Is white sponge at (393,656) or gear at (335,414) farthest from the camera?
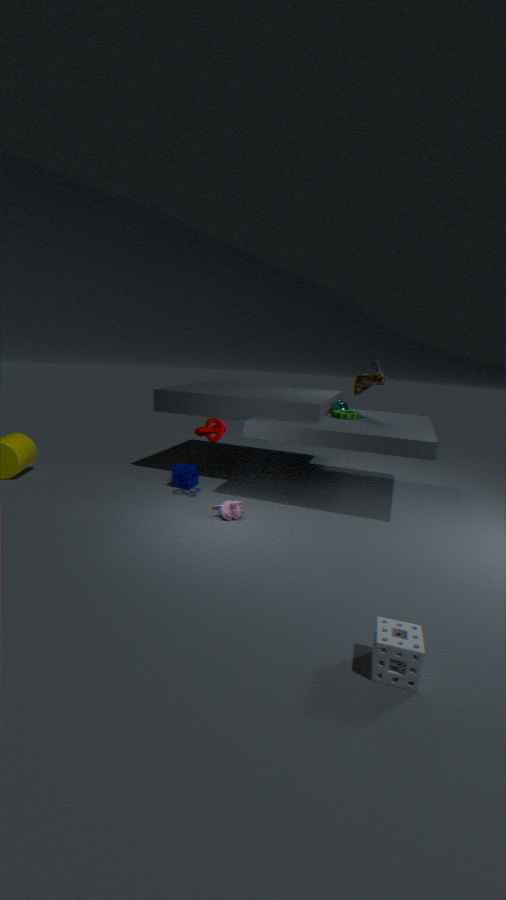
gear at (335,414)
